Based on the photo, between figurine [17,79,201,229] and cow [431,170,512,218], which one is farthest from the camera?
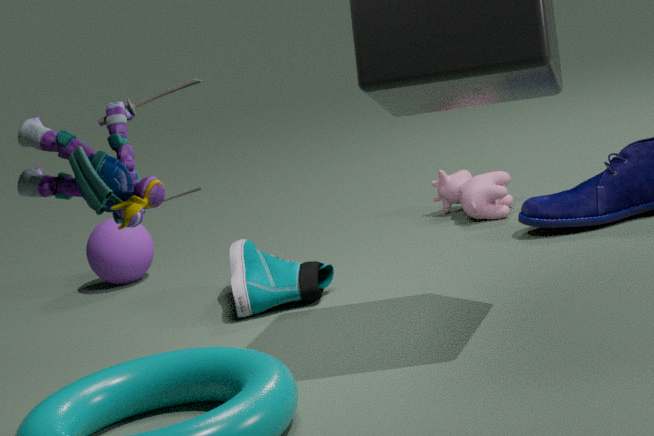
cow [431,170,512,218]
